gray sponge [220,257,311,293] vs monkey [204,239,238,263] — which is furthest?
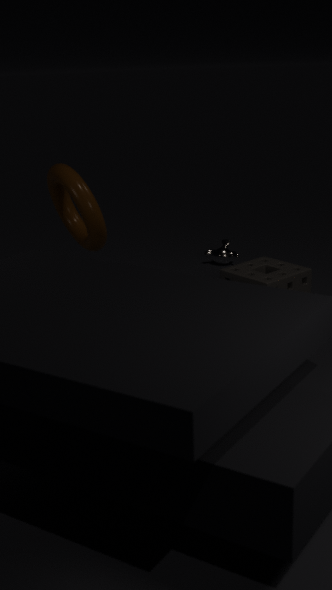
monkey [204,239,238,263]
